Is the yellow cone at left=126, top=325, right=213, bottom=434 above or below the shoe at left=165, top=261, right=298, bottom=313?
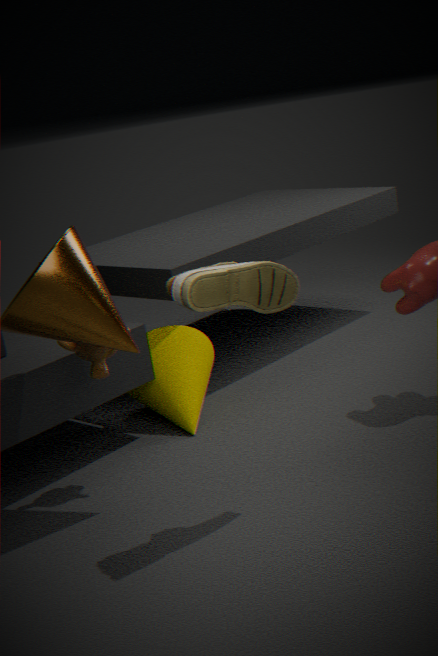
below
